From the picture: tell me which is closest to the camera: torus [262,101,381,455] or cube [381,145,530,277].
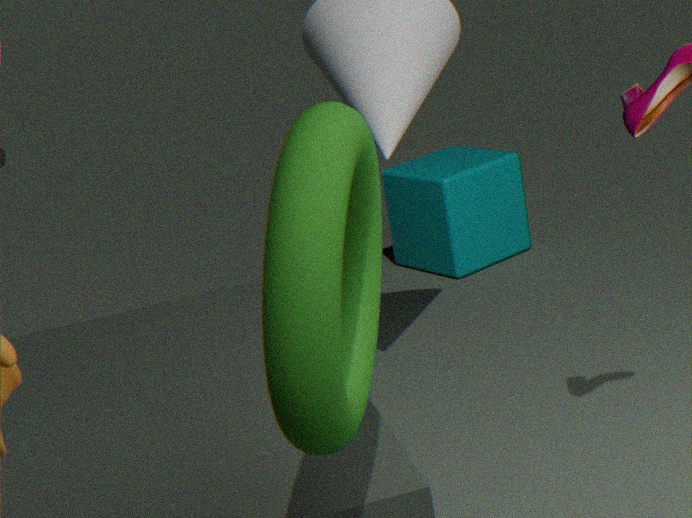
torus [262,101,381,455]
